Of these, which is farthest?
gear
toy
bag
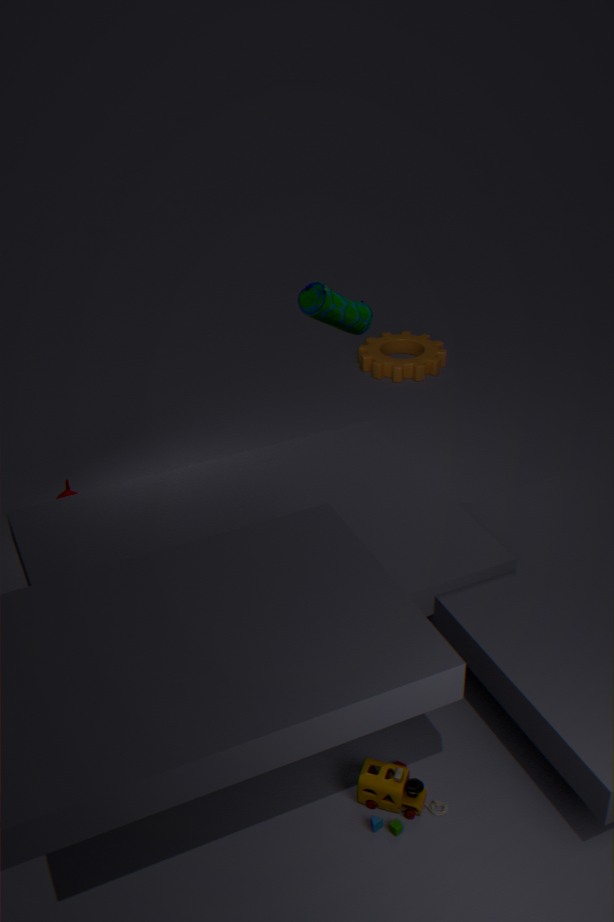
gear
